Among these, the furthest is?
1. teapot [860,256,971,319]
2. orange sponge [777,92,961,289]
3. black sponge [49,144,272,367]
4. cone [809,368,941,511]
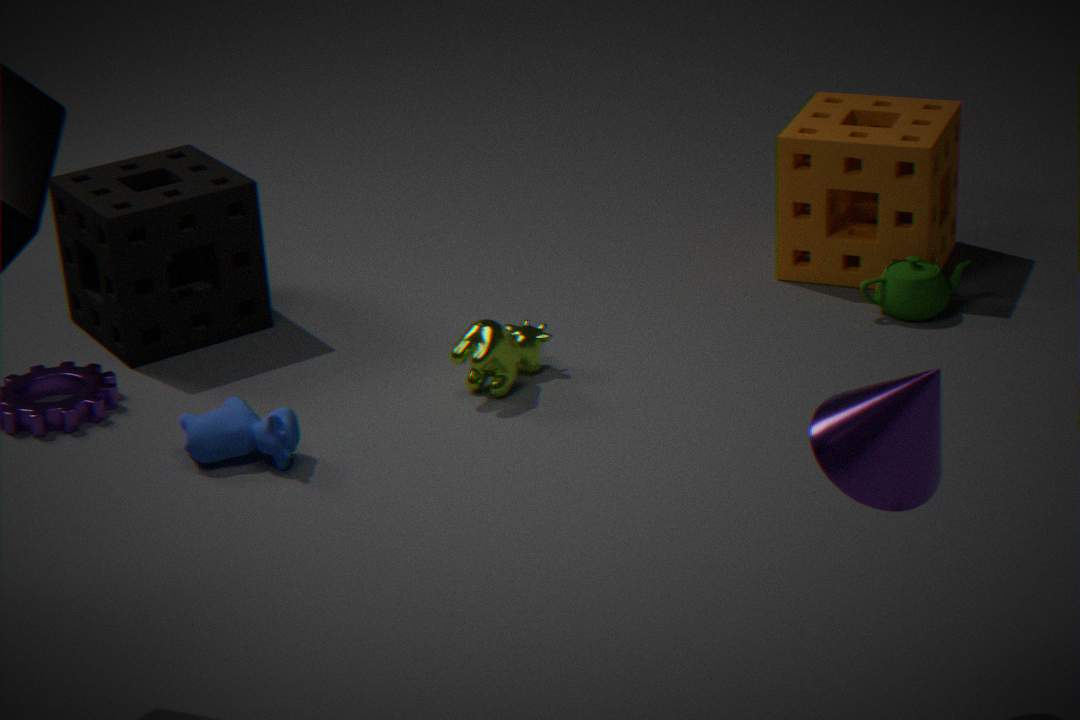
orange sponge [777,92,961,289]
